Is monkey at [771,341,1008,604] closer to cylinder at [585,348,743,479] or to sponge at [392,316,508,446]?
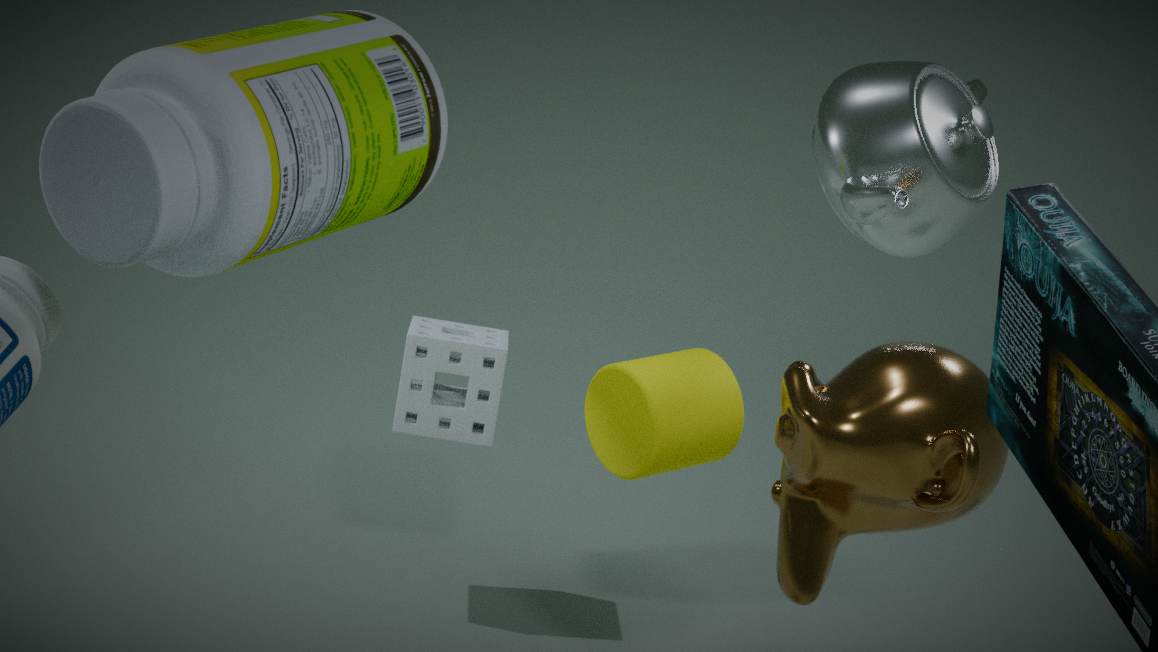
cylinder at [585,348,743,479]
